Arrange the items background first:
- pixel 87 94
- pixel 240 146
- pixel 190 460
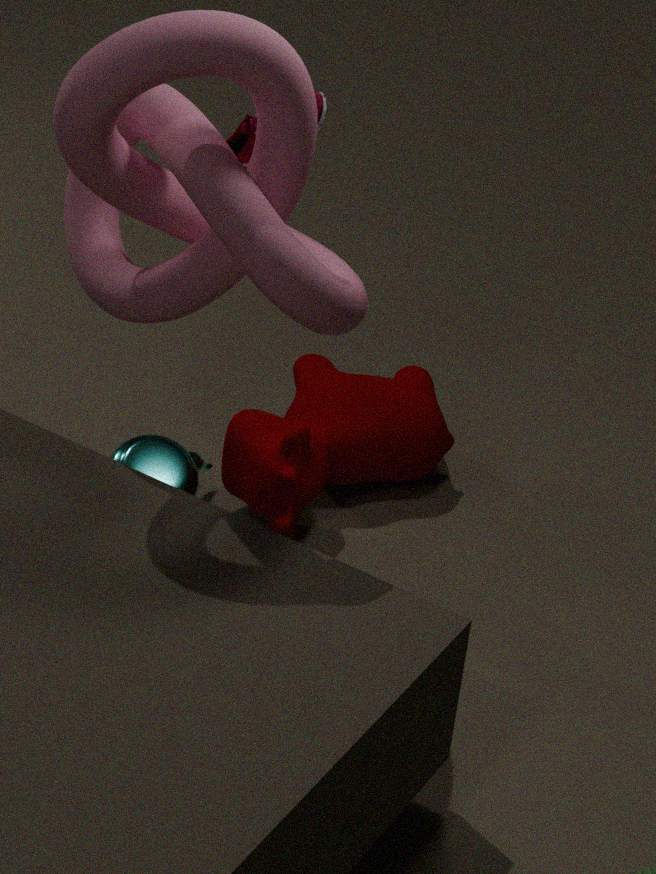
pixel 190 460 < pixel 240 146 < pixel 87 94
